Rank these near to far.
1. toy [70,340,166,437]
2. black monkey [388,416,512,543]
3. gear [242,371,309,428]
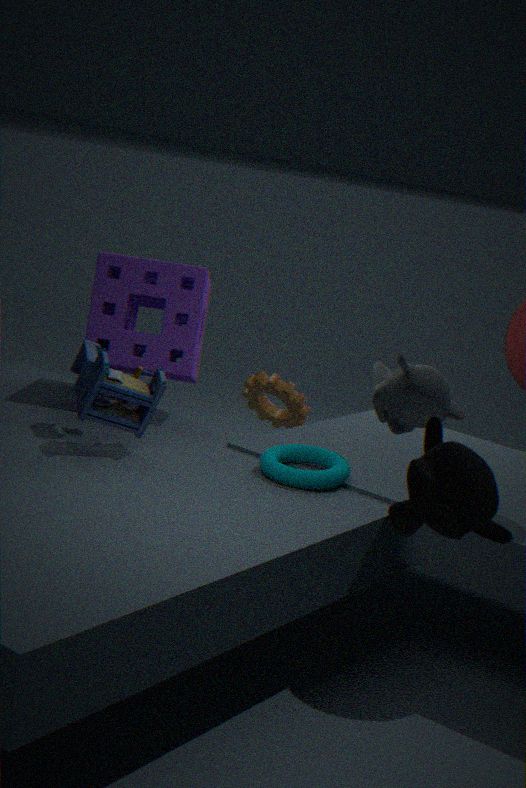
1. black monkey [388,416,512,543]
2. toy [70,340,166,437]
3. gear [242,371,309,428]
